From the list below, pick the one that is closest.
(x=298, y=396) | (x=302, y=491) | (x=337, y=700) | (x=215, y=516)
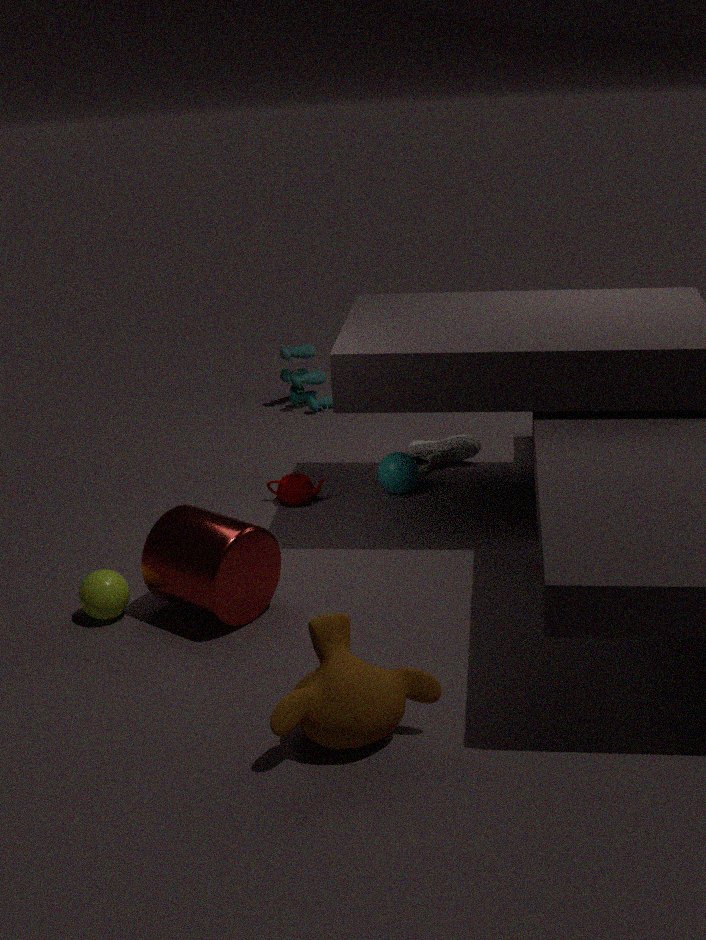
(x=337, y=700)
